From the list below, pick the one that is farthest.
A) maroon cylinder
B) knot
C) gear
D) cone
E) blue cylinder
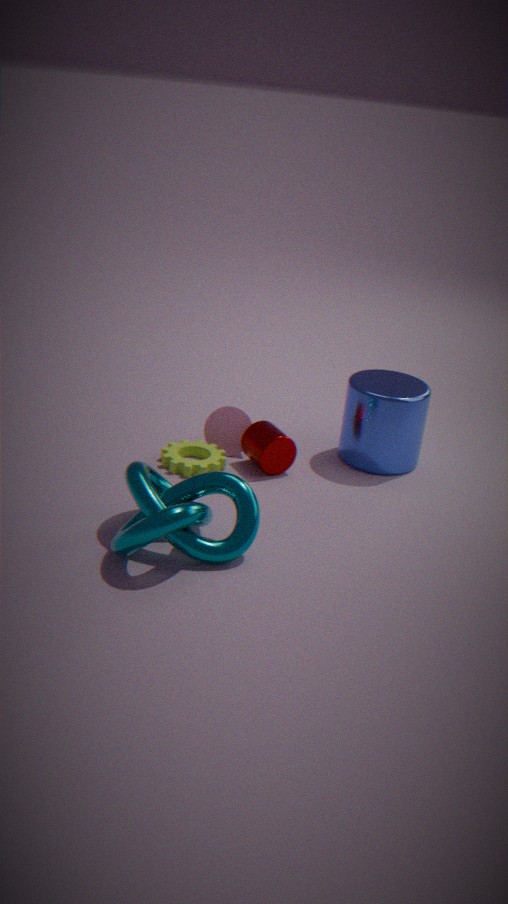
cone
